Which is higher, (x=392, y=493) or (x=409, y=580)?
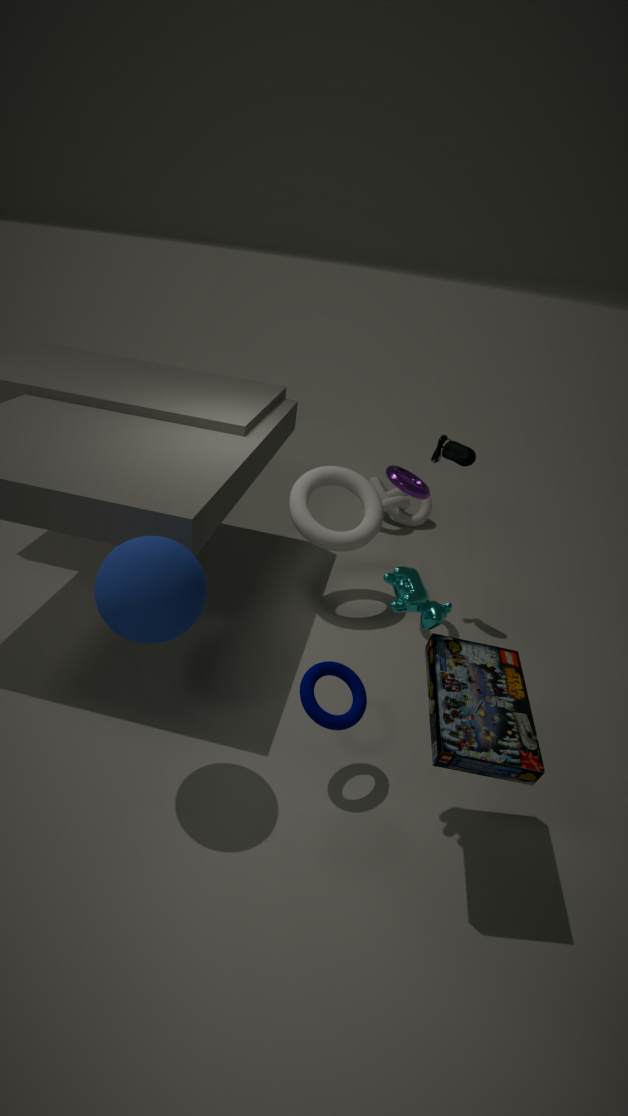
(x=409, y=580)
